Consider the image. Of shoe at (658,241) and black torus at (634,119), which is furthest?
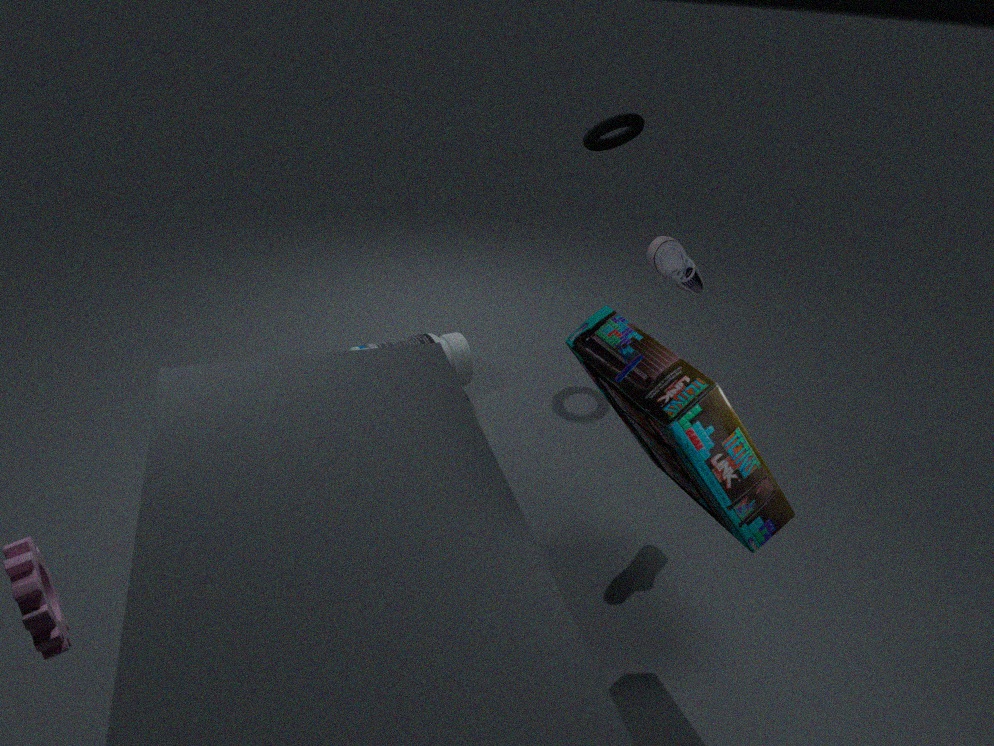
black torus at (634,119)
